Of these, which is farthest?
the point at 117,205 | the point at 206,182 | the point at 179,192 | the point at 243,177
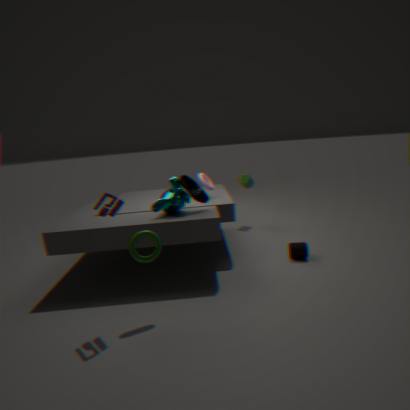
the point at 243,177
